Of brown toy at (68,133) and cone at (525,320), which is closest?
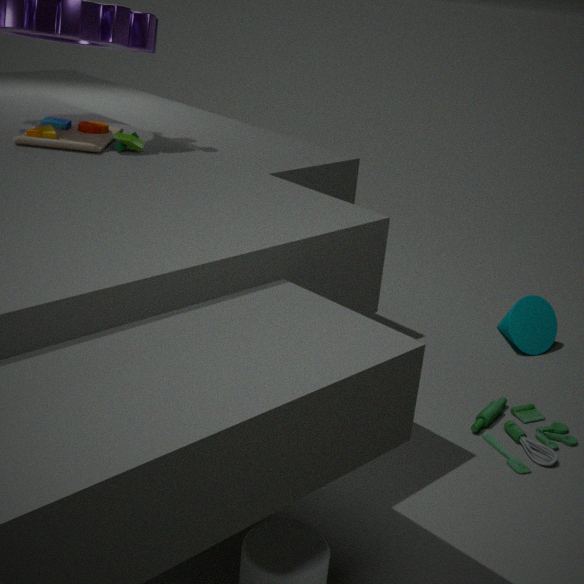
brown toy at (68,133)
